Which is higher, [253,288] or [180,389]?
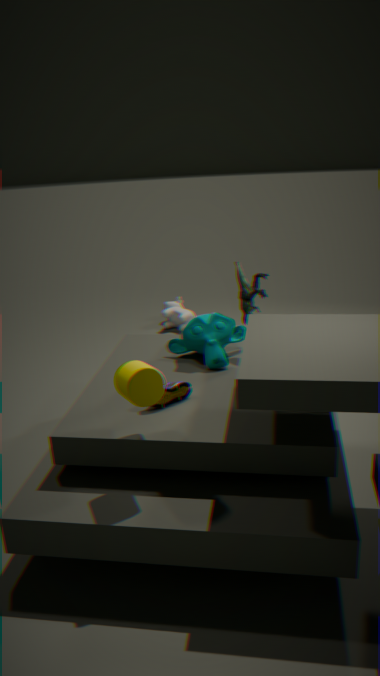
[253,288]
